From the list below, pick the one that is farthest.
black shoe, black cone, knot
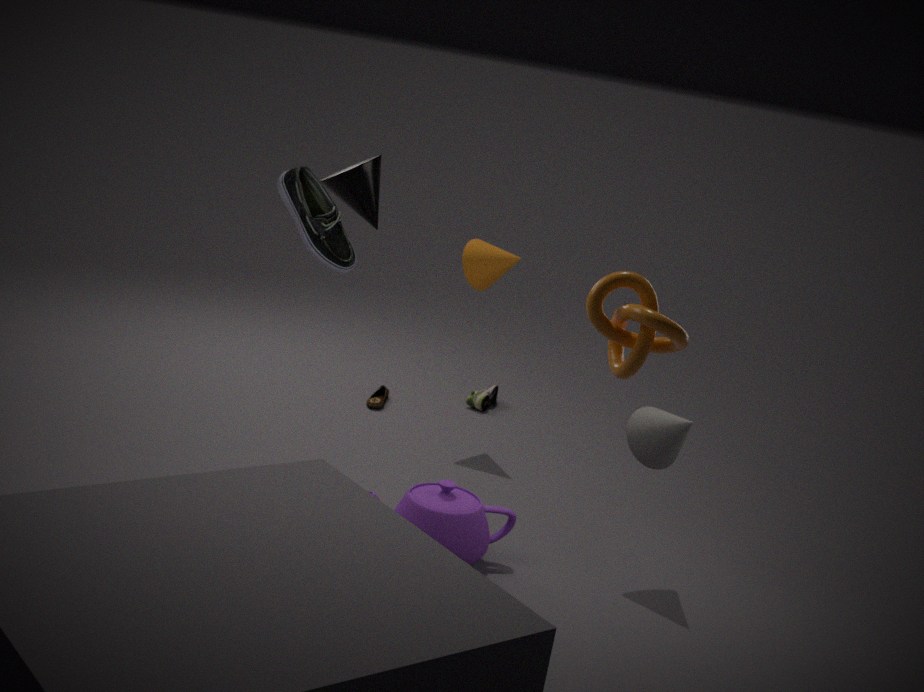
black shoe
